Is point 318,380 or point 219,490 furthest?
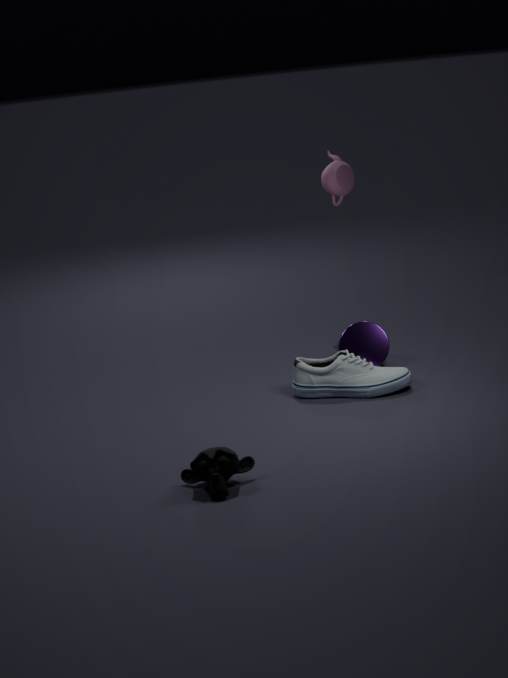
point 318,380
